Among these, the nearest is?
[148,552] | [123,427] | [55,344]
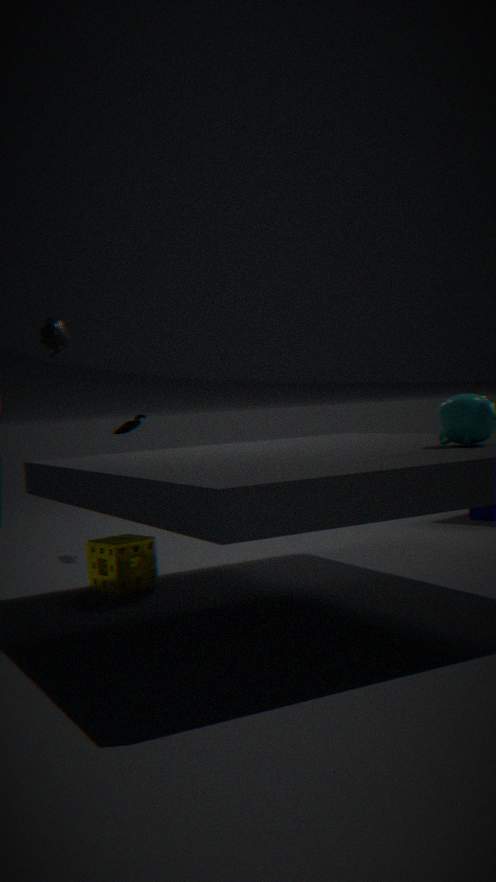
[148,552]
